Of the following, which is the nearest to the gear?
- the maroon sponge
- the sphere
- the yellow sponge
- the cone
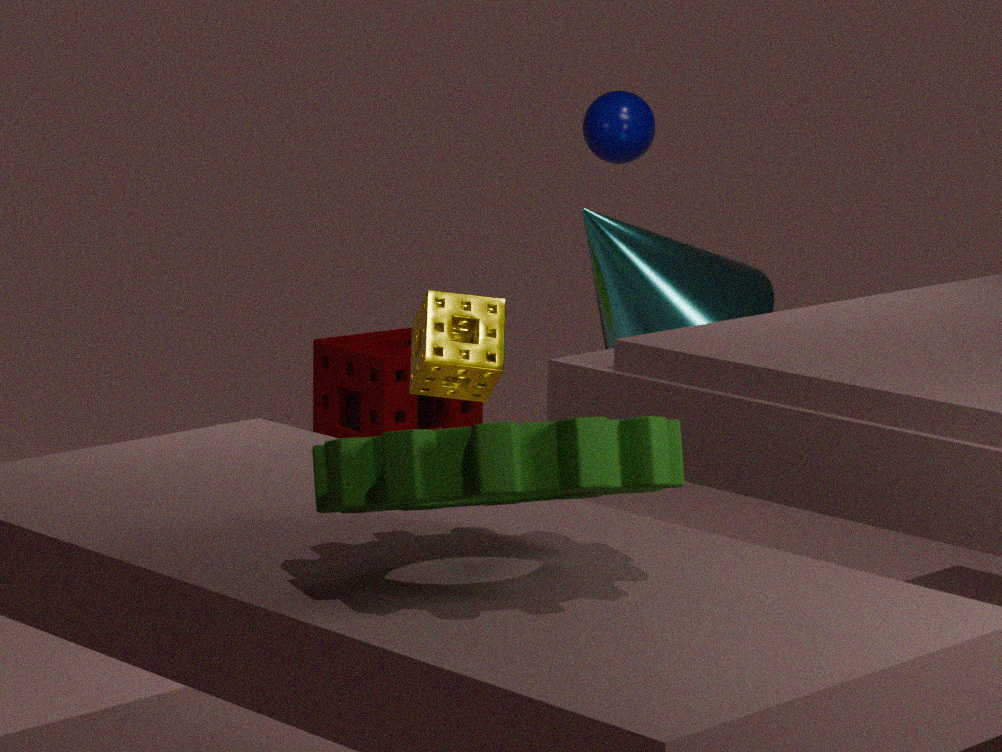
the cone
